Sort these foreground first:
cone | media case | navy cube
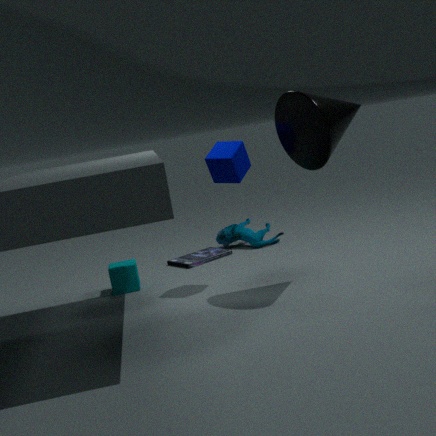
cone
navy cube
media case
